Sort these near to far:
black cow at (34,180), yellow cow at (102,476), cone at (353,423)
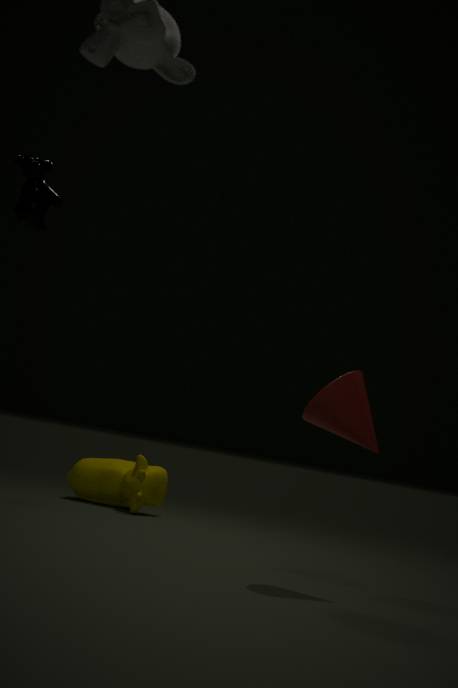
1. cone at (353,423)
2. black cow at (34,180)
3. yellow cow at (102,476)
